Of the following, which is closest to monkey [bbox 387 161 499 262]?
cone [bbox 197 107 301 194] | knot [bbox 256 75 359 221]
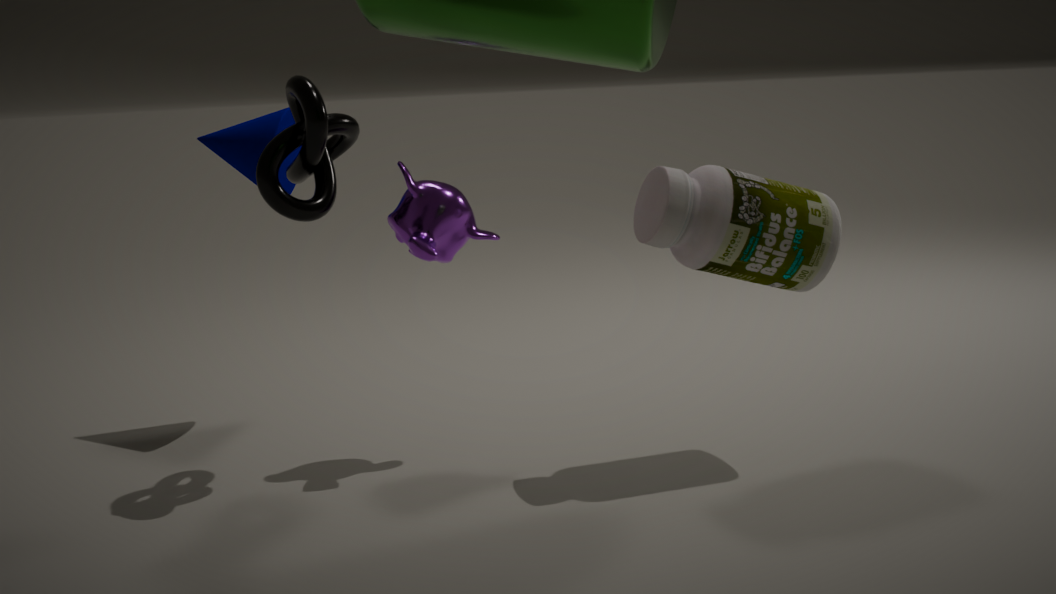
knot [bbox 256 75 359 221]
